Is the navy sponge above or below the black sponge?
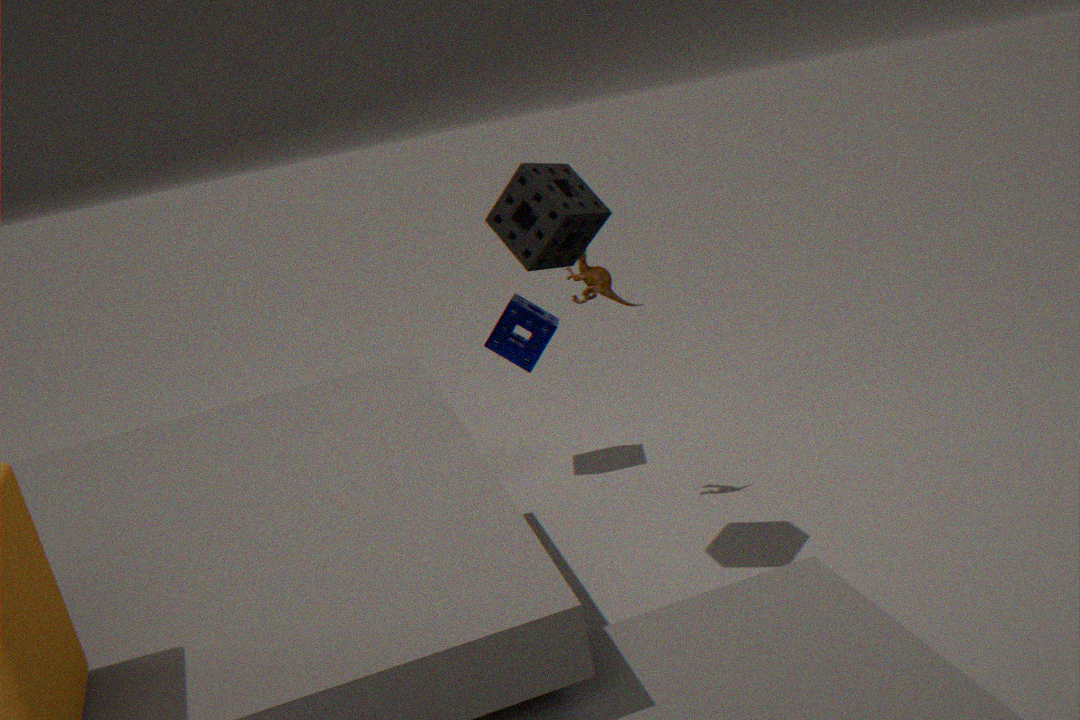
below
